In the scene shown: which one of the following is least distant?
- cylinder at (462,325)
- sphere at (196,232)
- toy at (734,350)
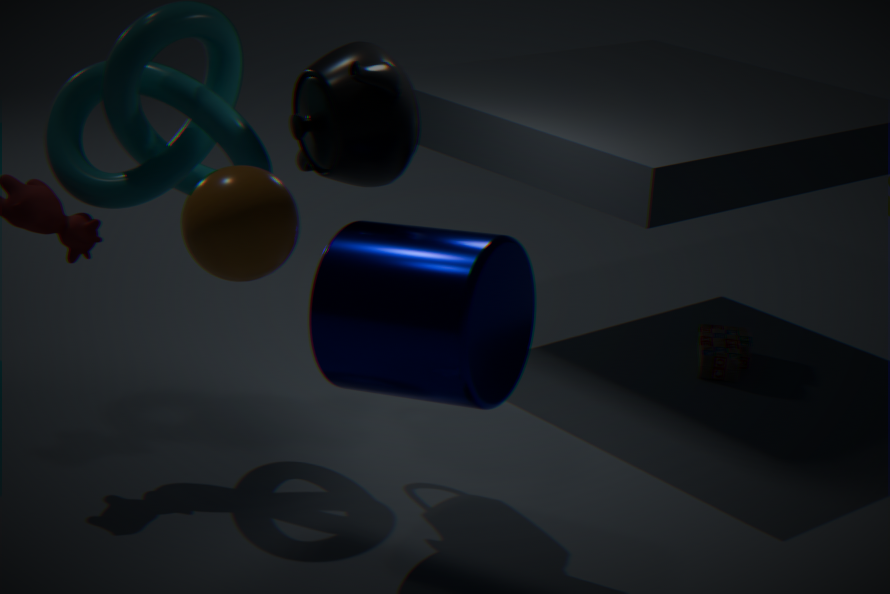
sphere at (196,232)
